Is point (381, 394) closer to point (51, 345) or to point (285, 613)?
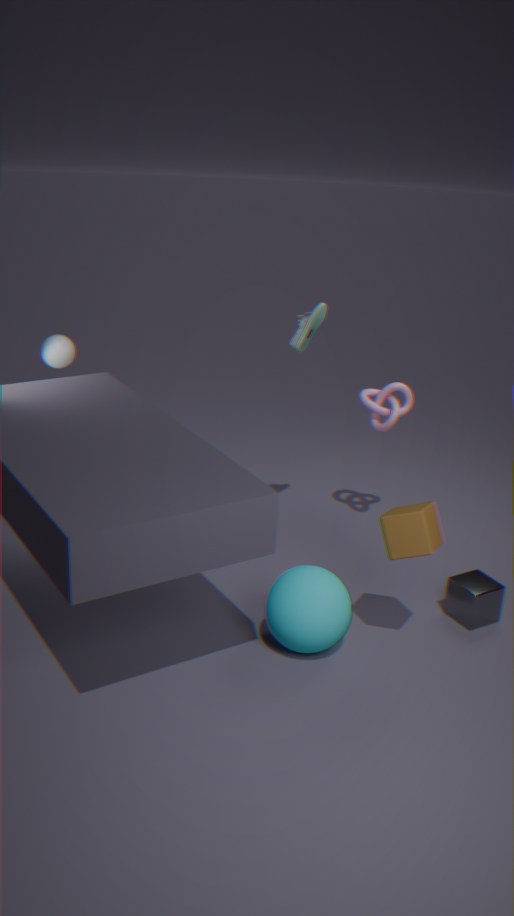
point (285, 613)
